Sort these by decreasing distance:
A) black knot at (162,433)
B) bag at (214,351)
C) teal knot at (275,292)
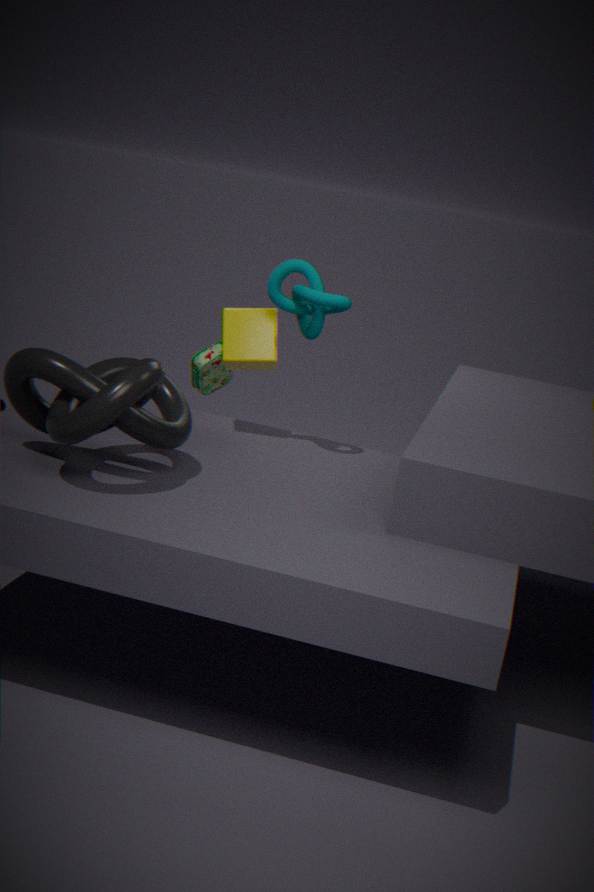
bag at (214,351)
teal knot at (275,292)
black knot at (162,433)
